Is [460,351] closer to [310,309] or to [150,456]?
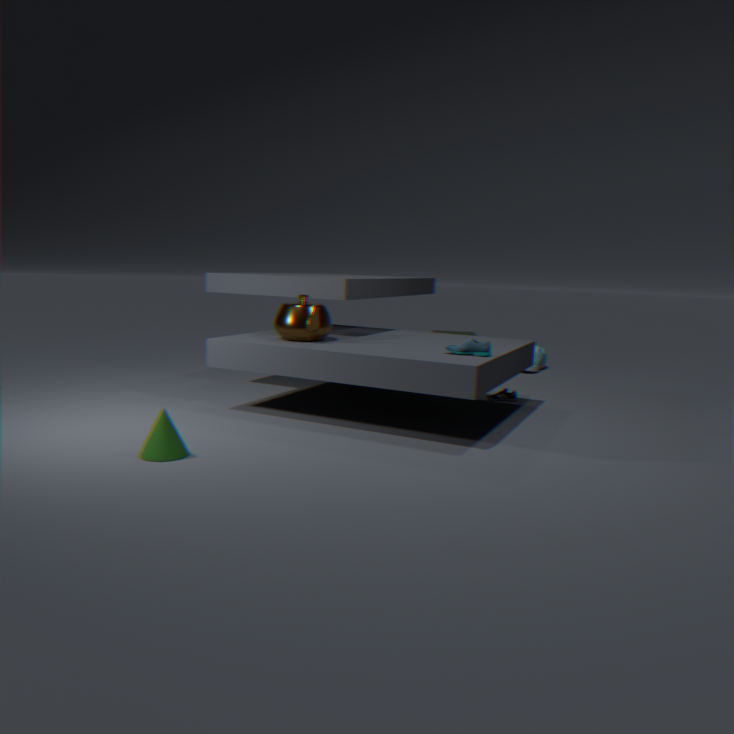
[310,309]
